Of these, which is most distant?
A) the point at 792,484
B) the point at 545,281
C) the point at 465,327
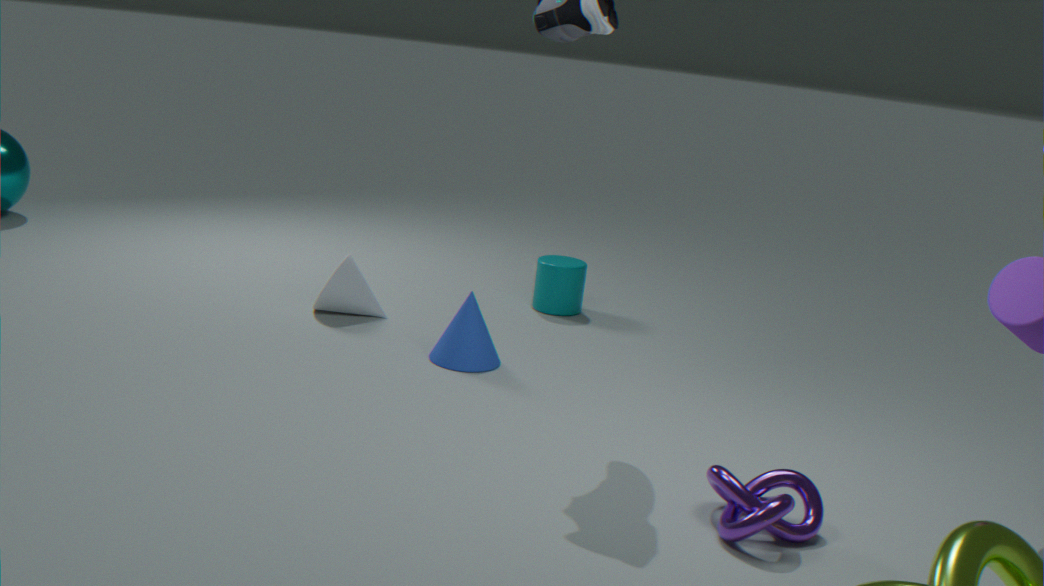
B. the point at 545,281
